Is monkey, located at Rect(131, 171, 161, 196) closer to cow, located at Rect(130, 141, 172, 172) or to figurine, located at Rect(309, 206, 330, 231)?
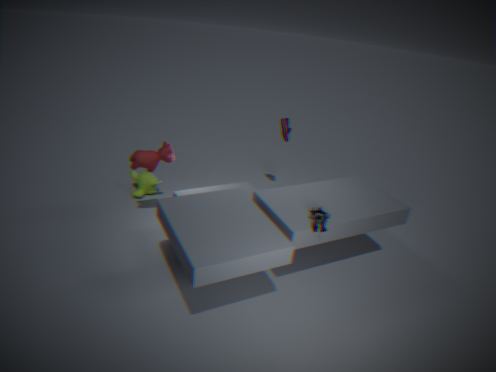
cow, located at Rect(130, 141, 172, 172)
